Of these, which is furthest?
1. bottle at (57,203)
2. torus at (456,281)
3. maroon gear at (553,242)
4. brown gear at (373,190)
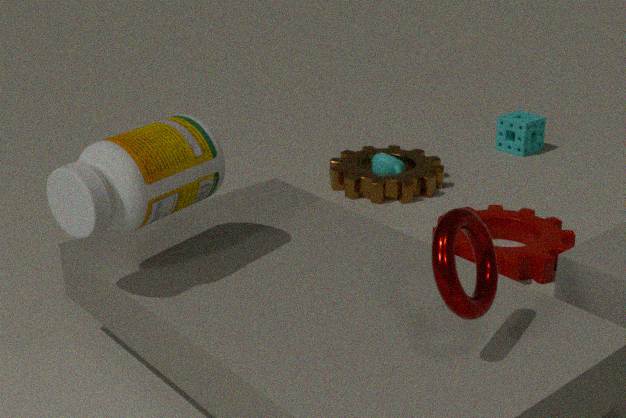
brown gear at (373,190)
